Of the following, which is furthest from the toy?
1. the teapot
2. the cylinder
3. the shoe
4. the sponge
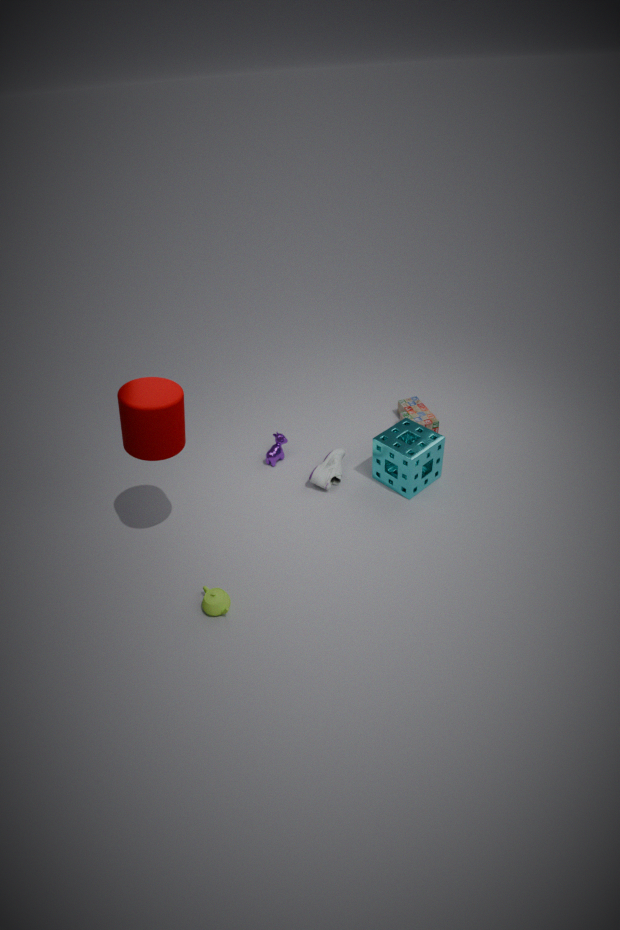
the teapot
